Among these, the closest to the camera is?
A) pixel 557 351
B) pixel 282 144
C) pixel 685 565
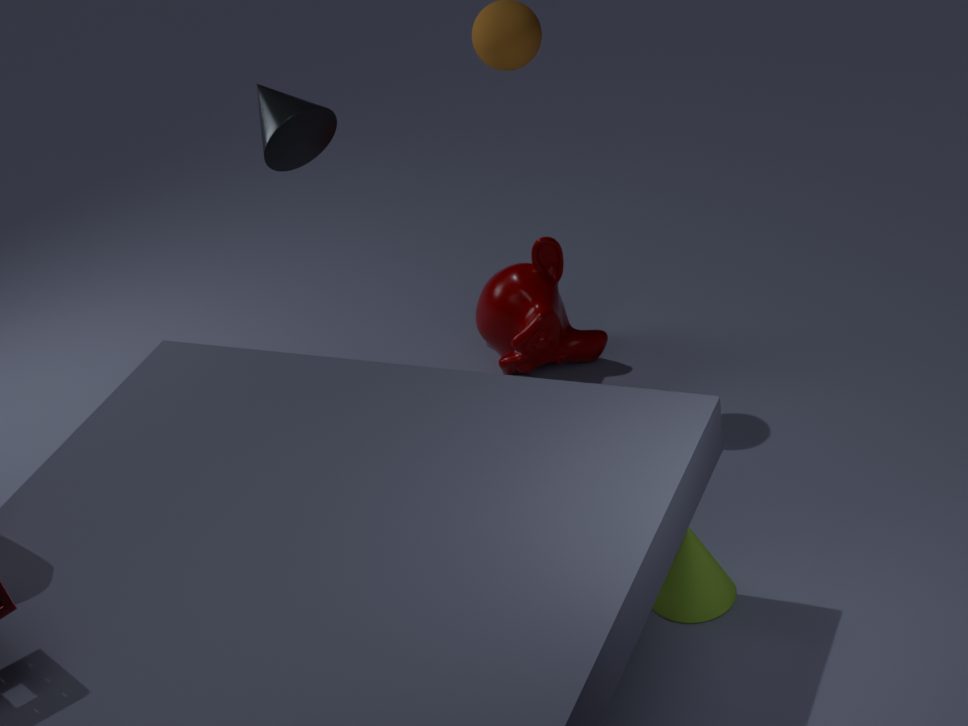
pixel 685 565
